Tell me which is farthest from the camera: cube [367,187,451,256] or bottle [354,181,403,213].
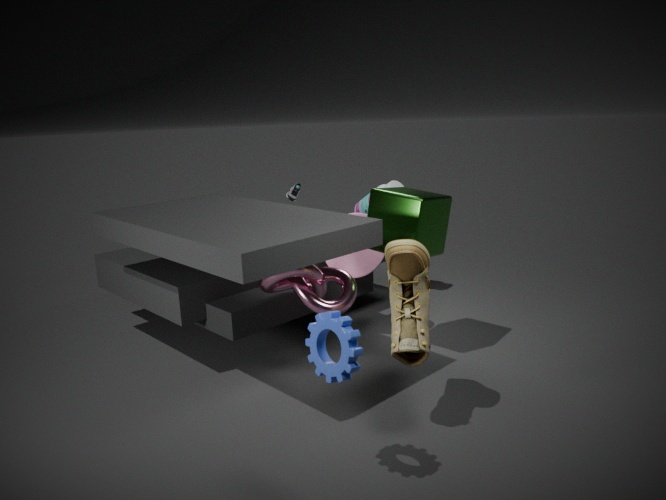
bottle [354,181,403,213]
